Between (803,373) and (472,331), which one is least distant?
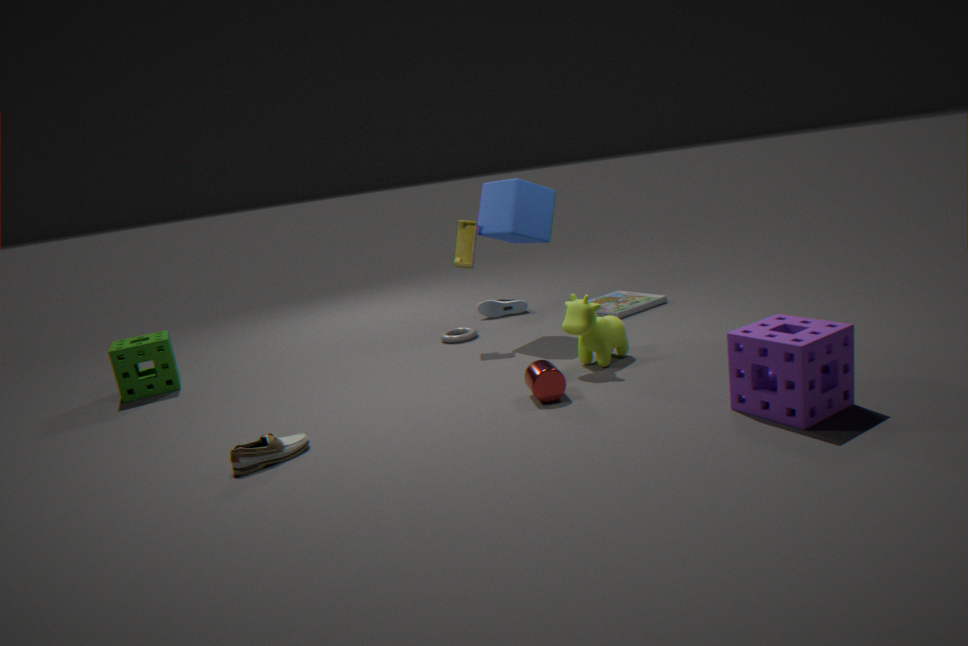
(803,373)
